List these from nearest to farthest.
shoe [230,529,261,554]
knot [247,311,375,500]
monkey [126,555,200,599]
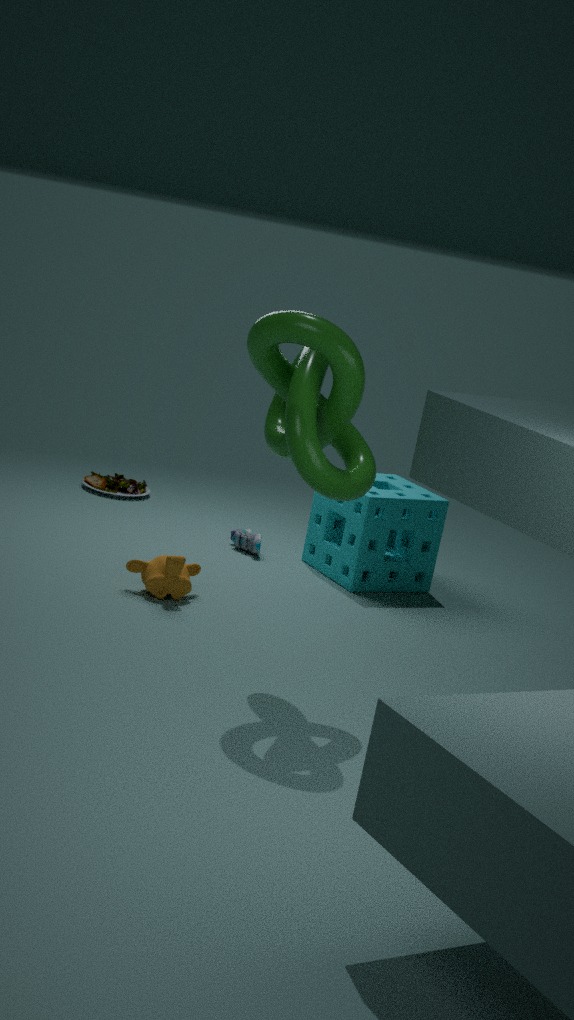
knot [247,311,375,500]
monkey [126,555,200,599]
shoe [230,529,261,554]
